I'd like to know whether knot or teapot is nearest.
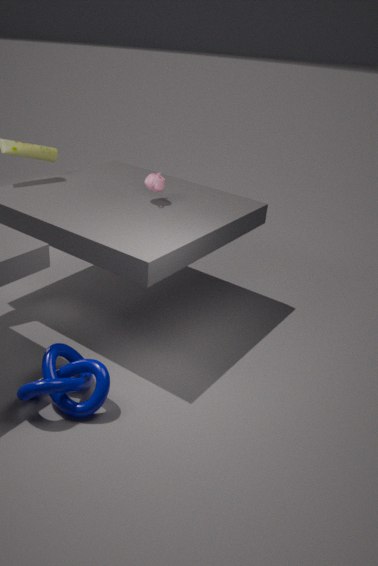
knot
